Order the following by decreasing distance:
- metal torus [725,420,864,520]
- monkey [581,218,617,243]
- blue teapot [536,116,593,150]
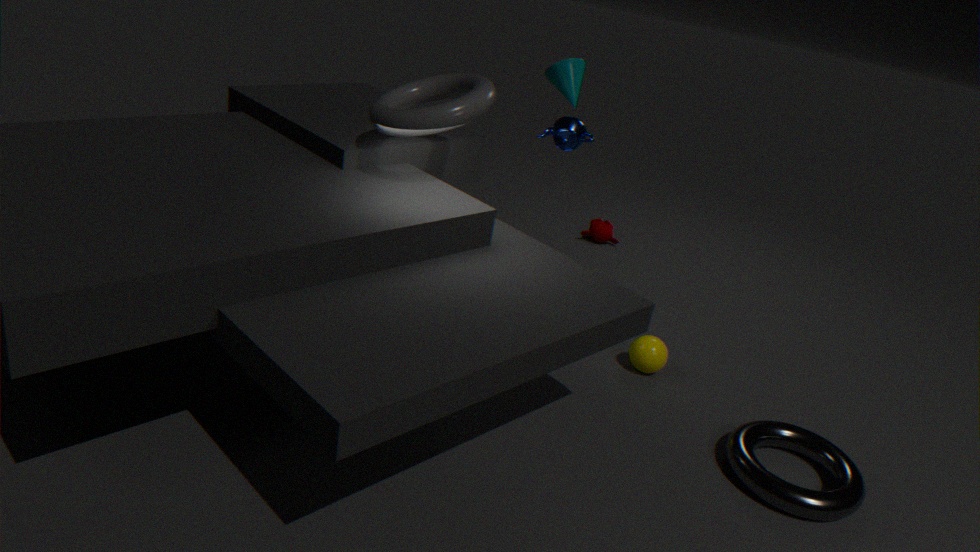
monkey [581,218,617,243] < blue teapot [536,116,593,150] < metal torus [725,420,864,520]
